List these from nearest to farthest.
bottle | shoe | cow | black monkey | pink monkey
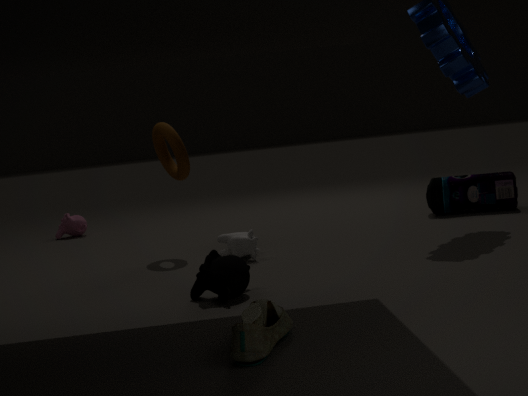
shoe
black monkey
cow
bottle
pink monkey
